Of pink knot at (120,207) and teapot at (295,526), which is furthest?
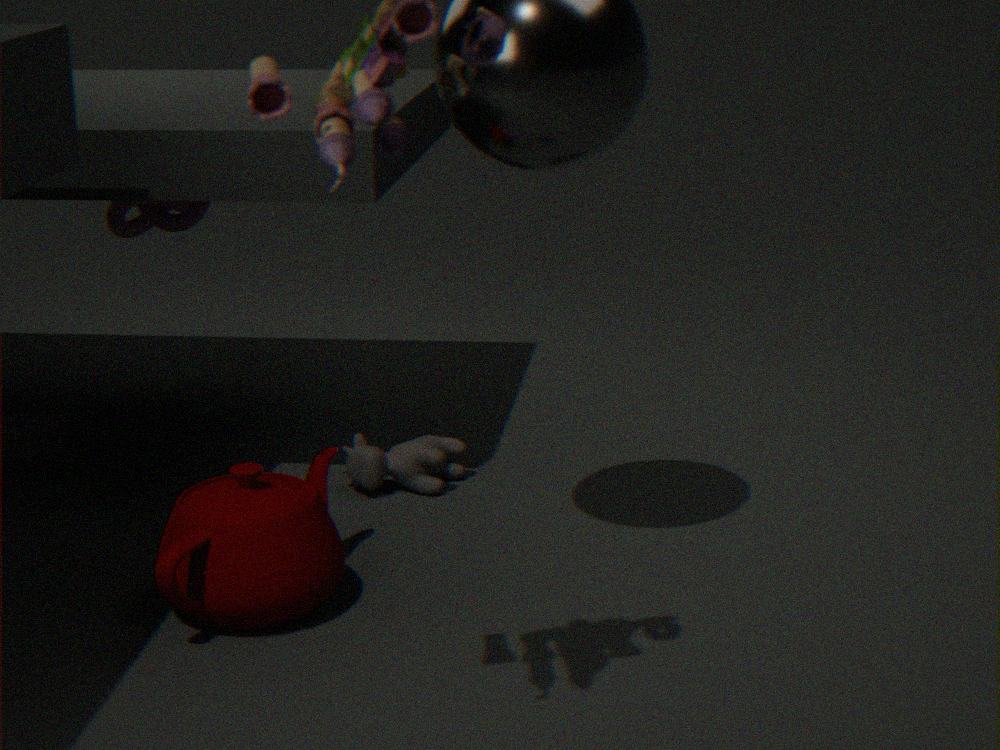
pink knot at (120,207)
